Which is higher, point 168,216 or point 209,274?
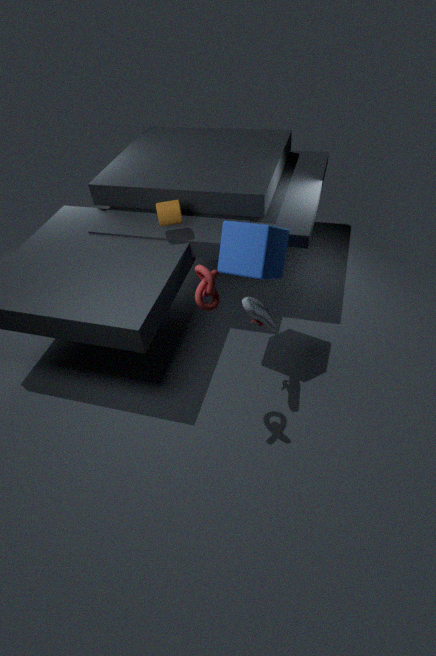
point 209,274
